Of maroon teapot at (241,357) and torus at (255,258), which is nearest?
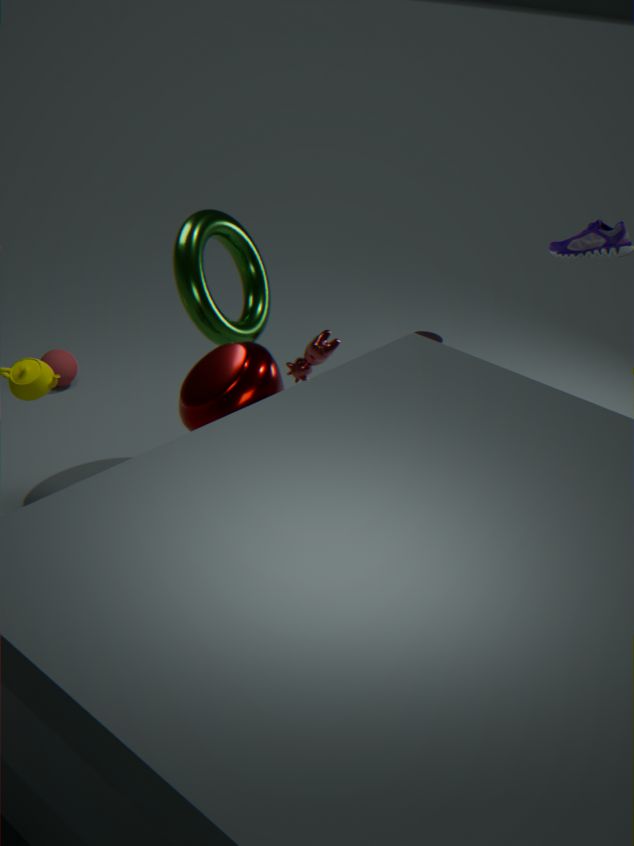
maroon teapot at (241,357)
